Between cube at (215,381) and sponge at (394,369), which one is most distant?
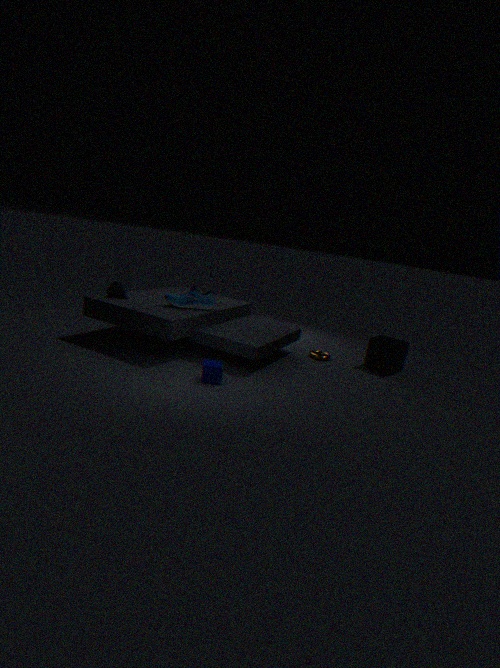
sponge at (394,369)
